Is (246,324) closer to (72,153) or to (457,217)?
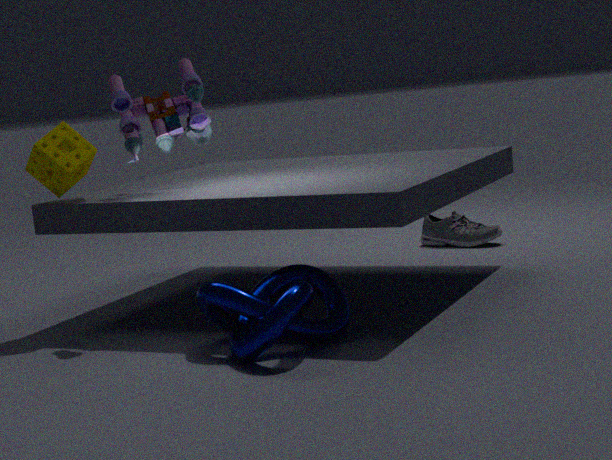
(72,153)
